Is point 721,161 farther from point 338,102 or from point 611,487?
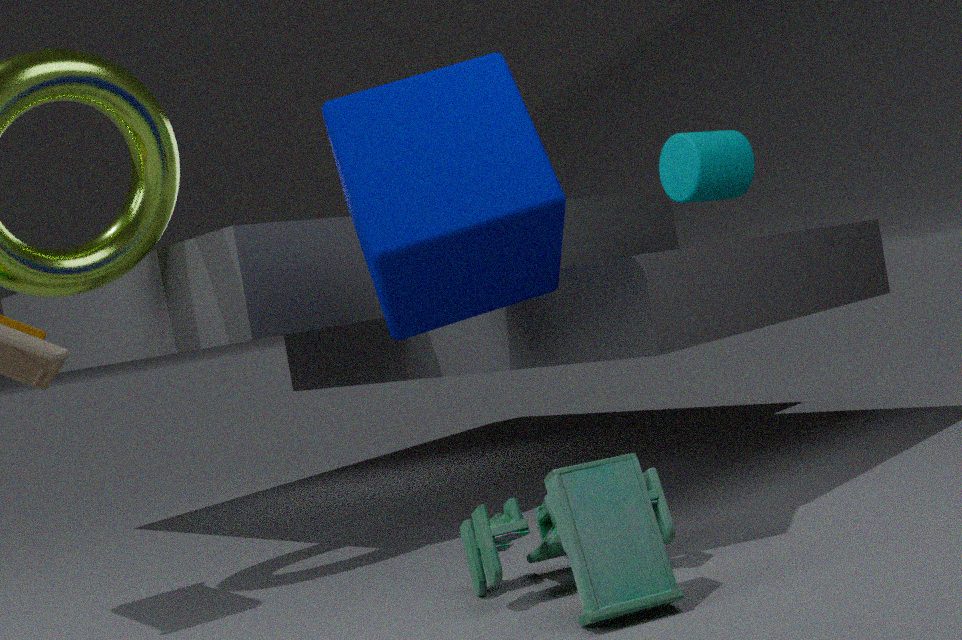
point 611,487
